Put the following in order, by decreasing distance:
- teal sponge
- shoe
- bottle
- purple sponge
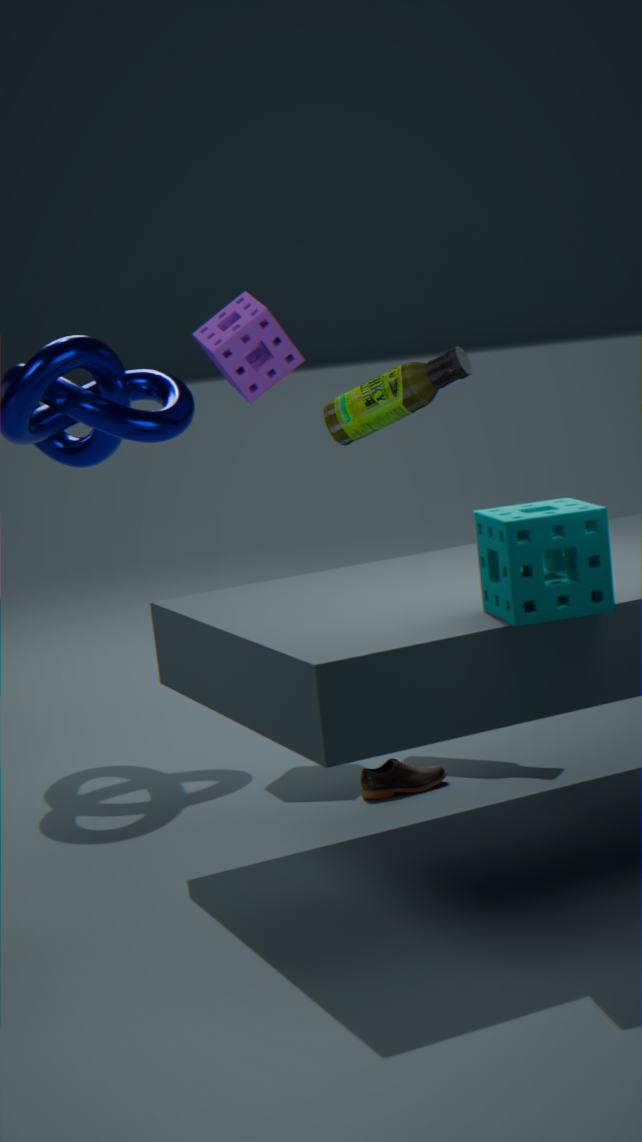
purple sponge < bottle < shoe < teal sponge
